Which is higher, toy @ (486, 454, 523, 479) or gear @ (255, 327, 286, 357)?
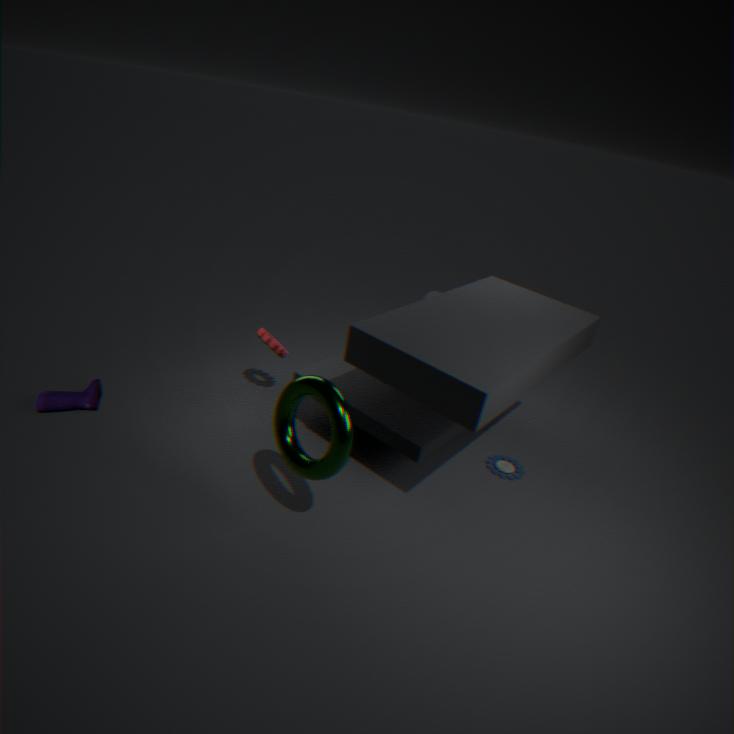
gear @ (255, 327, 286, 357)
